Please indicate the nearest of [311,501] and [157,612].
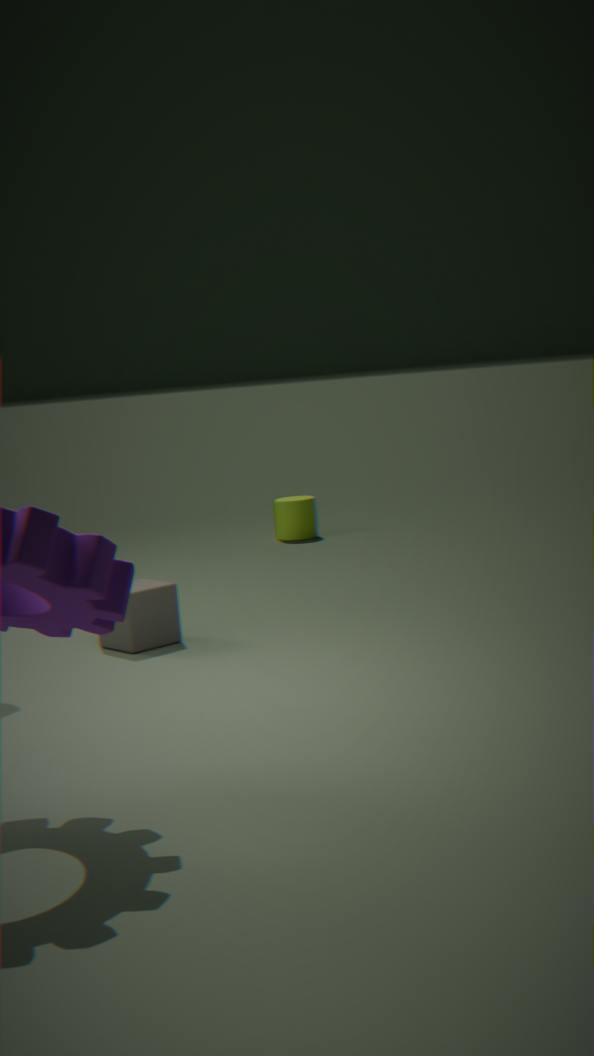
[157,612]
